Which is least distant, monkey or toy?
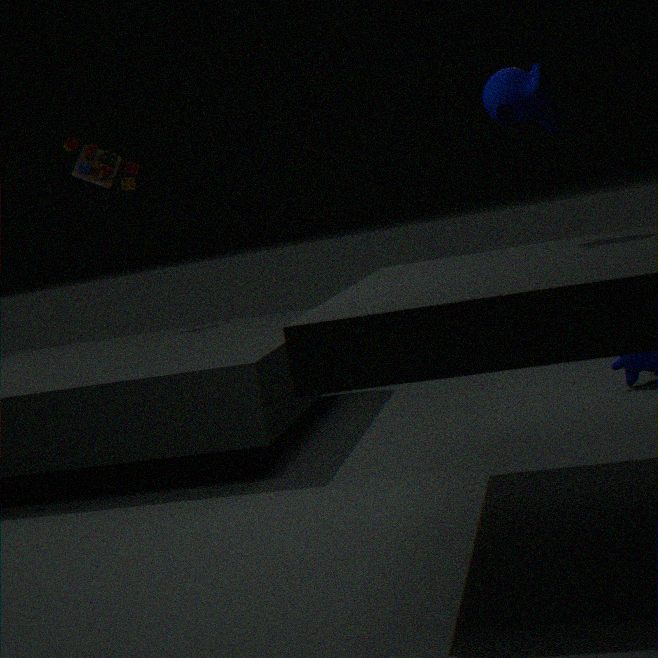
monkey
